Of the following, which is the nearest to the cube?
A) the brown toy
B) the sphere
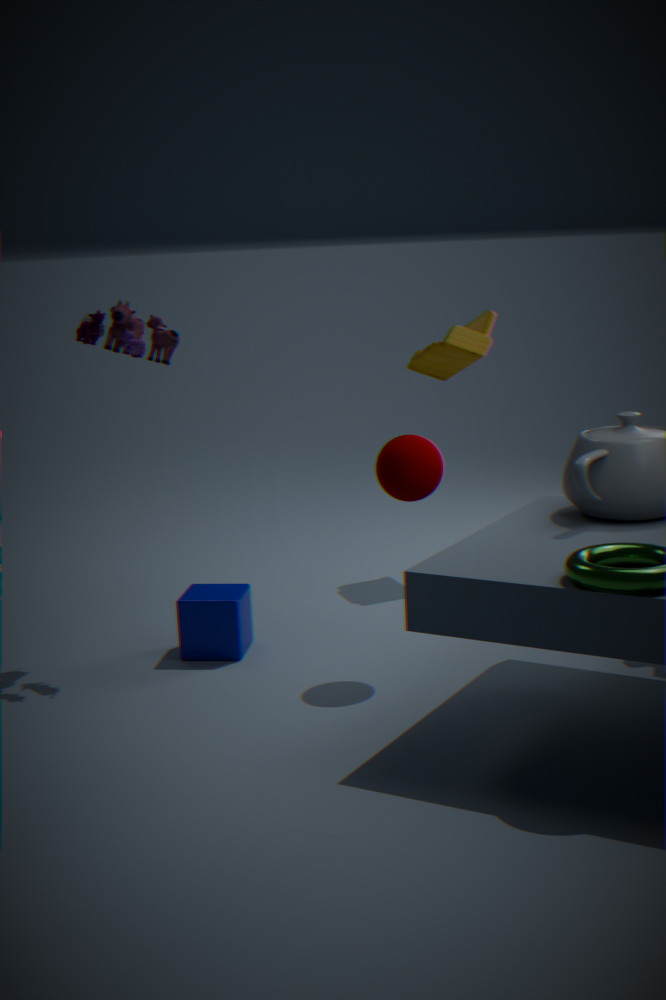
the sphere
